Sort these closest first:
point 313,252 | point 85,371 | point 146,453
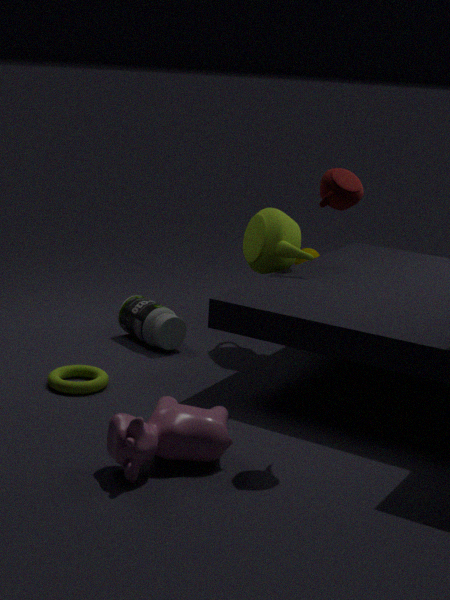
point 146,453 < point 85,371 < point 313,252
